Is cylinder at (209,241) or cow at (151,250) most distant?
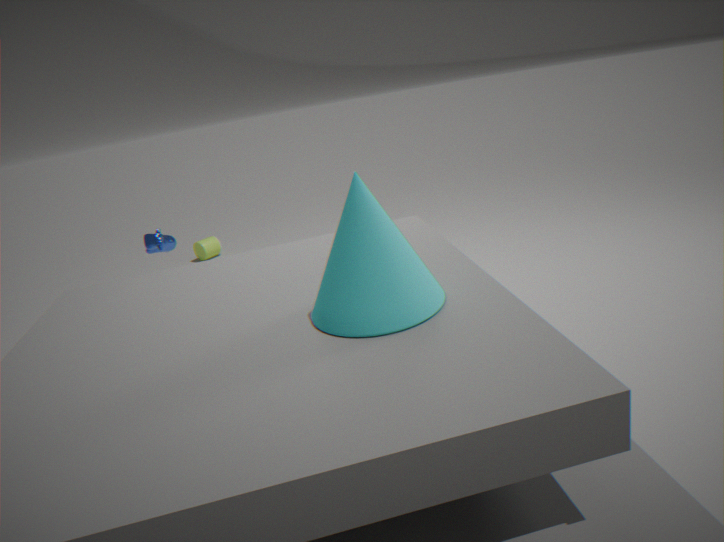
cylinder at (209,241)
